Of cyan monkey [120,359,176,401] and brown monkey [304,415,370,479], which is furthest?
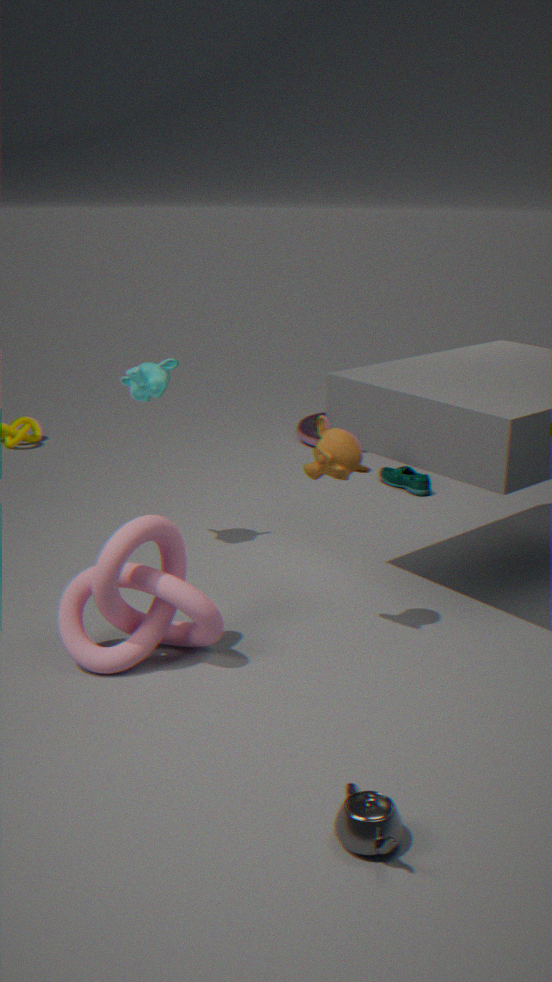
cyan monkey [120,359,176,401]
